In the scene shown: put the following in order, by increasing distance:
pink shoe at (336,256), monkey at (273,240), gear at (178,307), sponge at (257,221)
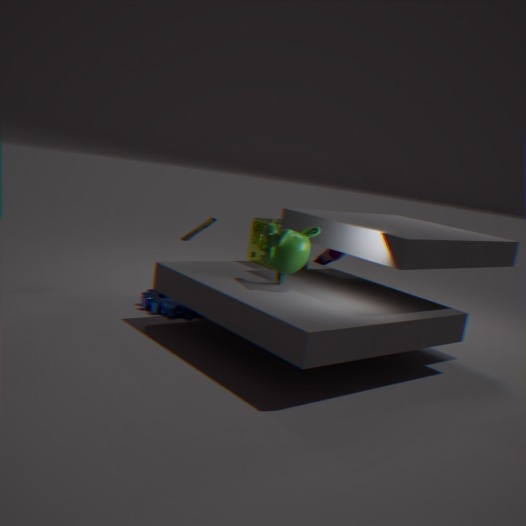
monkey at (273,240) → gear at (178,307) → sponge at (257,221) → pink shoe at (336,256)
